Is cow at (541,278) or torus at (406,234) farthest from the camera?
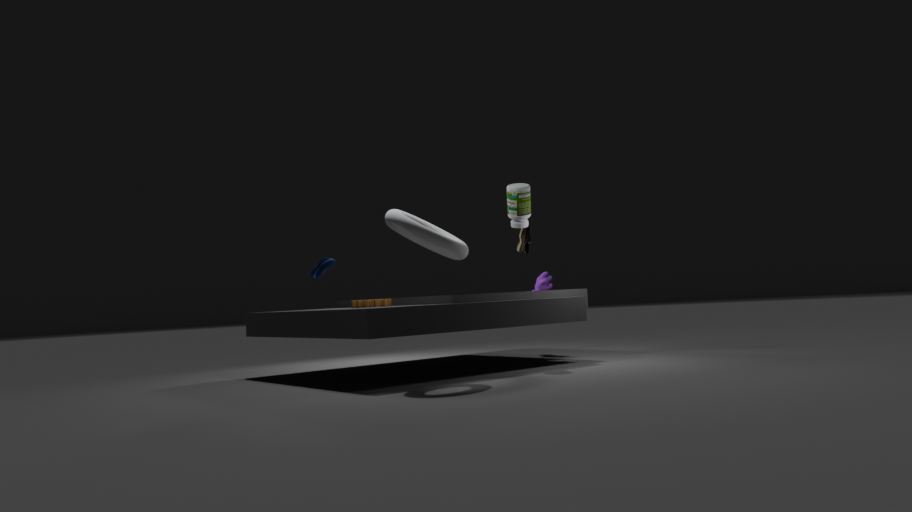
cow at (541,278)
